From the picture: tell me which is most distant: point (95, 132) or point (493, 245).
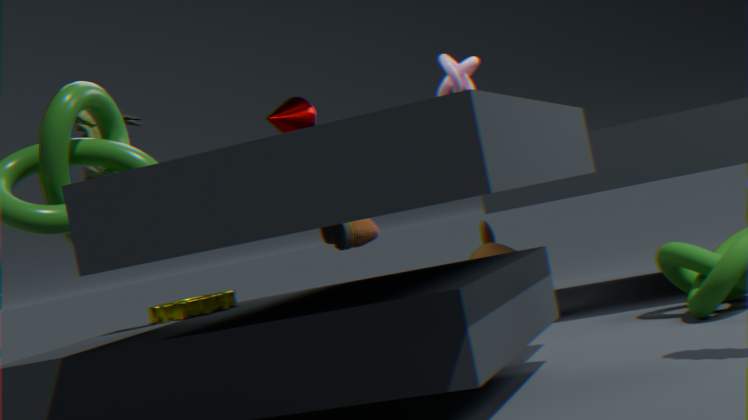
point (493, 245)
